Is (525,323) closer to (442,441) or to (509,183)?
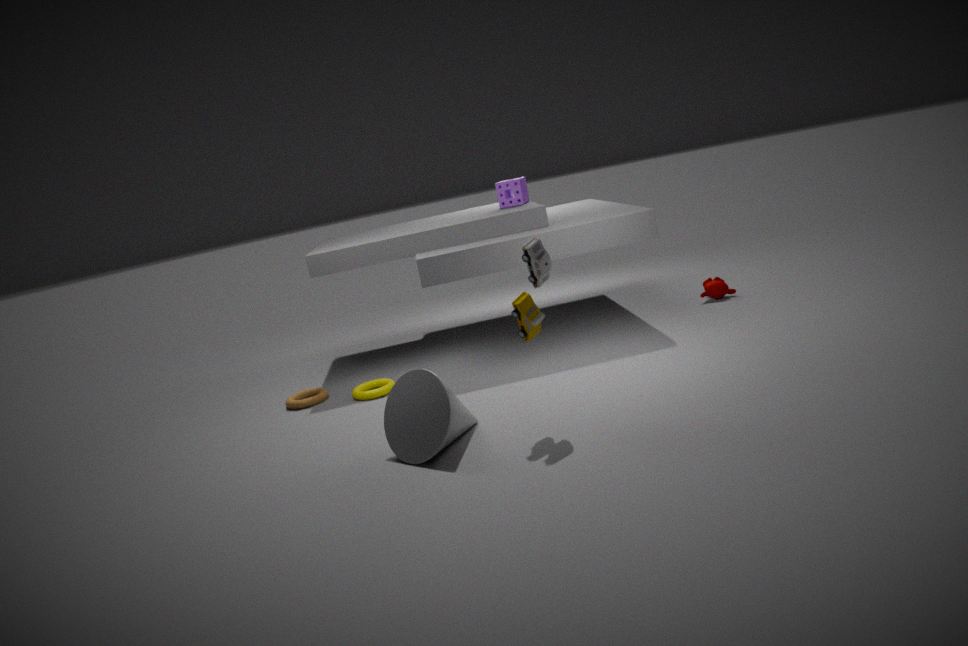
(442,441)
